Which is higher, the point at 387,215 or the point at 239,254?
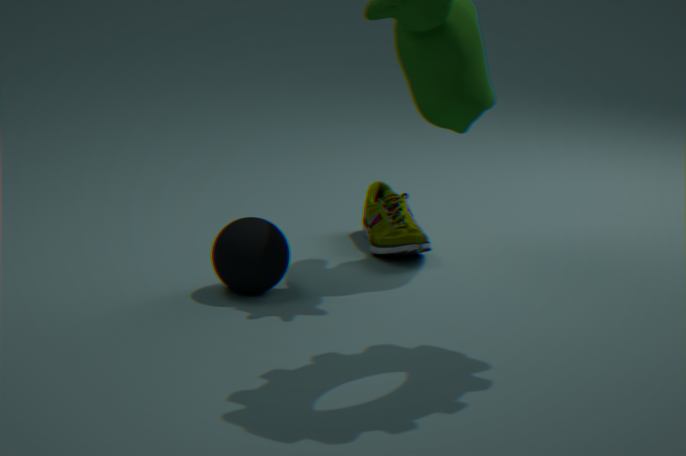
the point at 239,254
